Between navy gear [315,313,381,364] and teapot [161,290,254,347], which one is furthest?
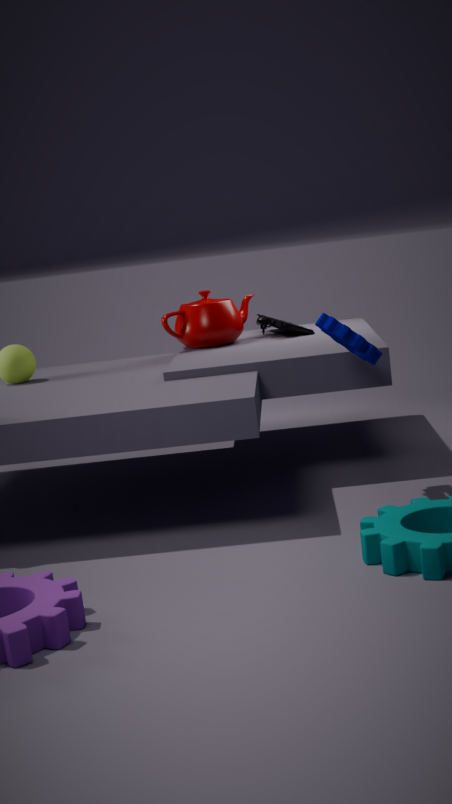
teapot [161,290,254,347]
